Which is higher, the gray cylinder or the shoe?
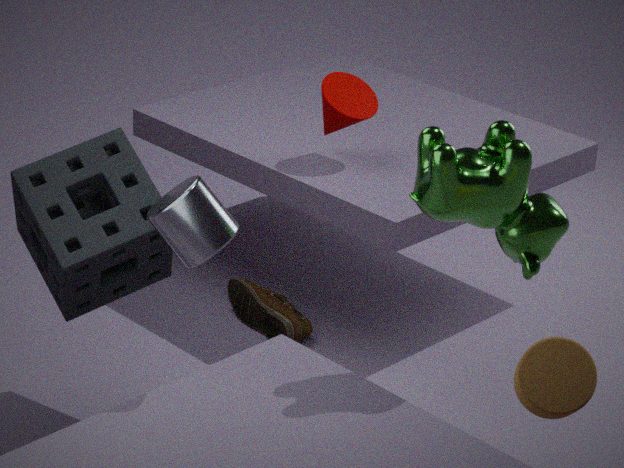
the gray cylinder
